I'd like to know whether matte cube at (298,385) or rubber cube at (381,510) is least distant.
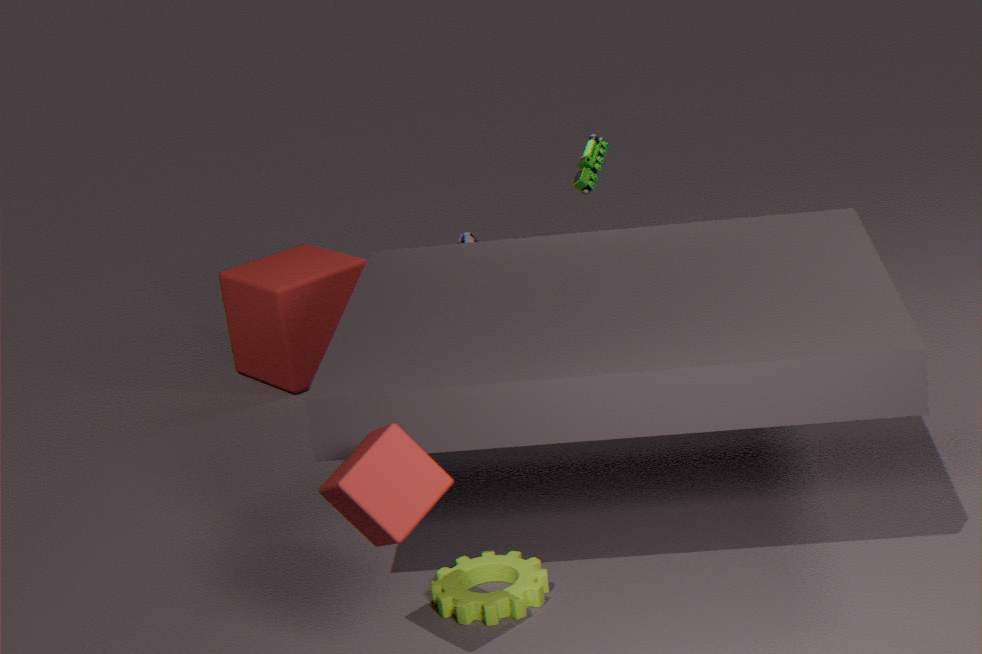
rubber cube at (381,510)
